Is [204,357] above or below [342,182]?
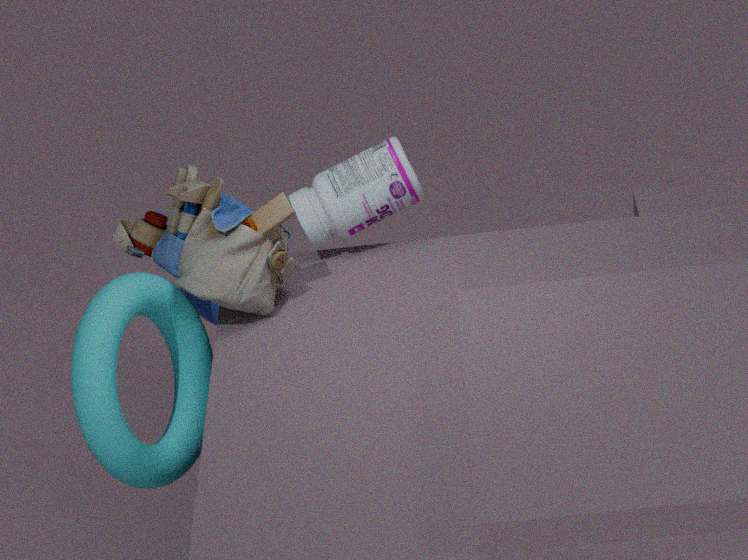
below
